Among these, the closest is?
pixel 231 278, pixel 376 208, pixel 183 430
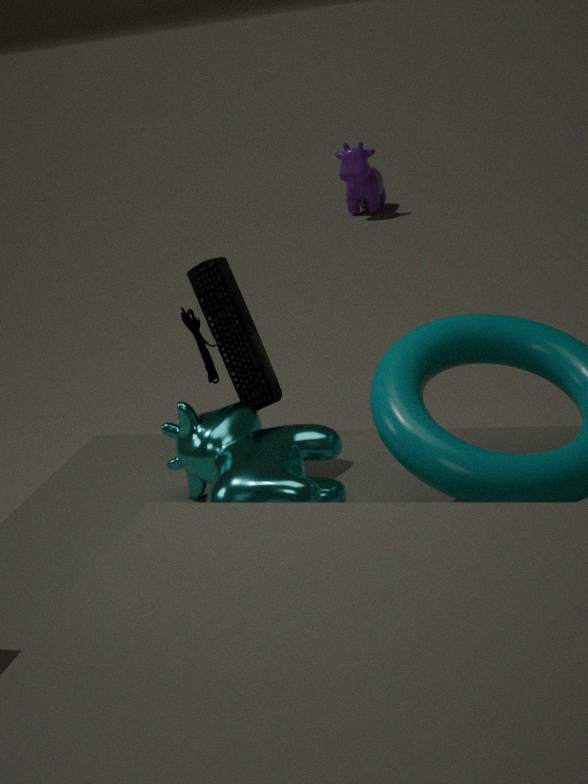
pixel 183 430
